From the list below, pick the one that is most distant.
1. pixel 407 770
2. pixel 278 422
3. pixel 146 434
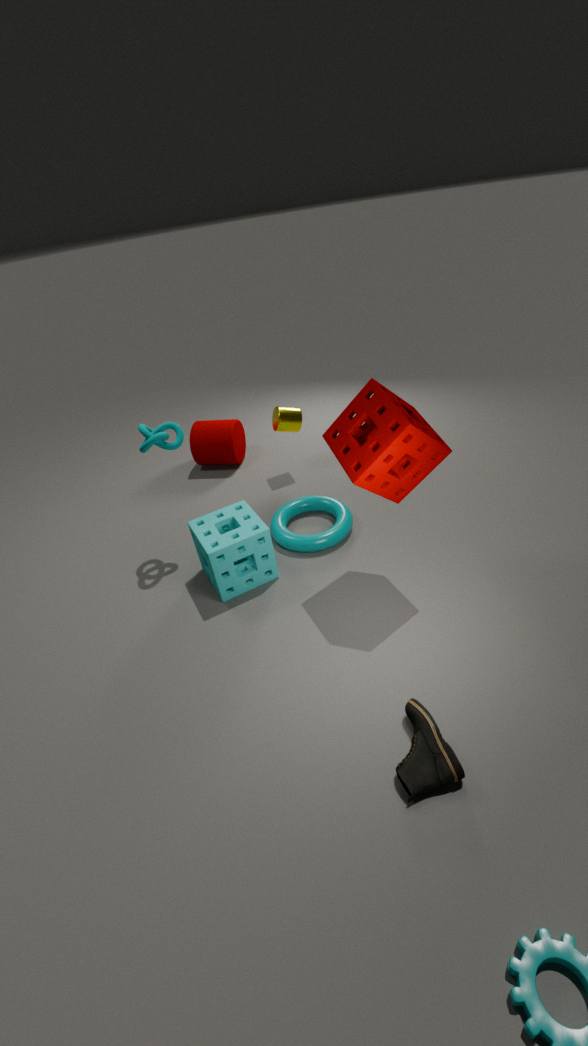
pixel 278 422
